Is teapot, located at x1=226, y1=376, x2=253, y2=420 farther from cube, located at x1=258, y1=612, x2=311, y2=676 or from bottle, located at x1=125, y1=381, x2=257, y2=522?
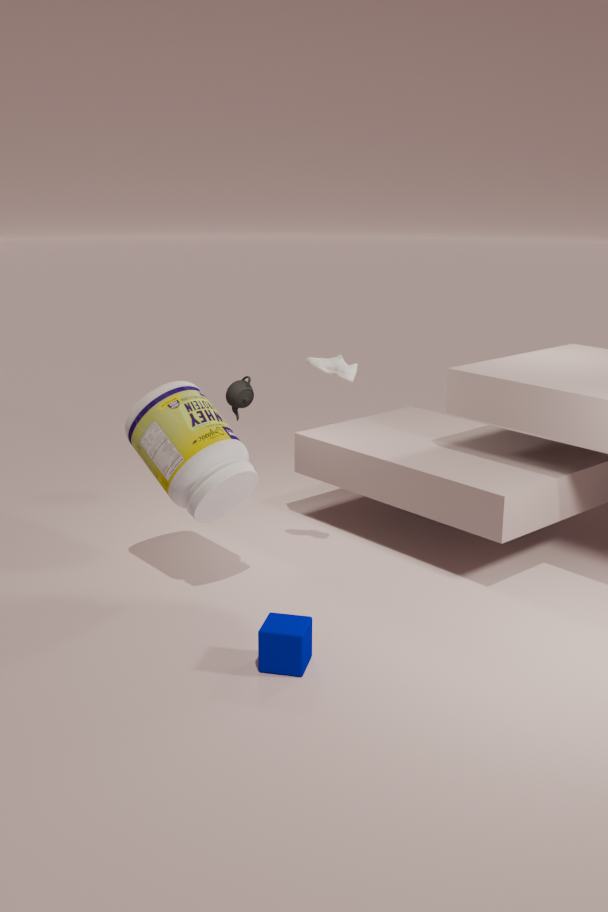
cube, located at x1=258, y1=612, x2=311, y2=676
